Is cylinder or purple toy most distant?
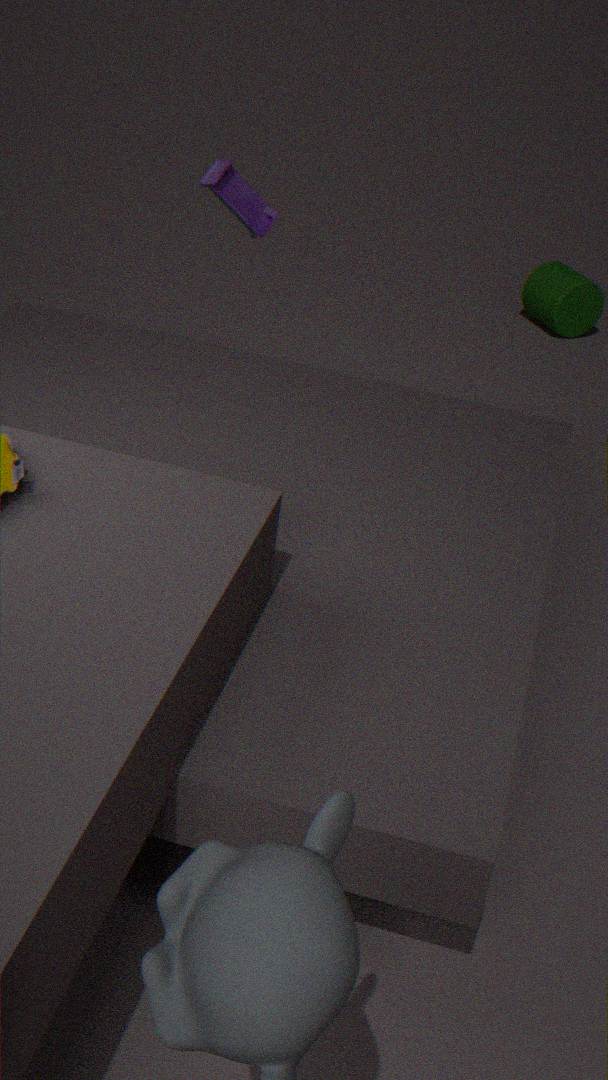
cylinder
